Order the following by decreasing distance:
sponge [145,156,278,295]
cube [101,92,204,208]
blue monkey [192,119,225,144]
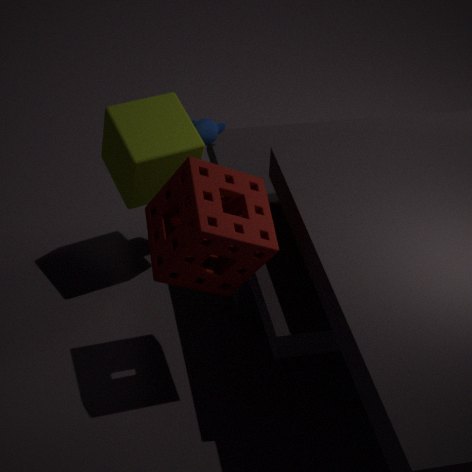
blue monkey [192,119,225,144], cube [101,92,204,208], sponge [145,156,278,295]
